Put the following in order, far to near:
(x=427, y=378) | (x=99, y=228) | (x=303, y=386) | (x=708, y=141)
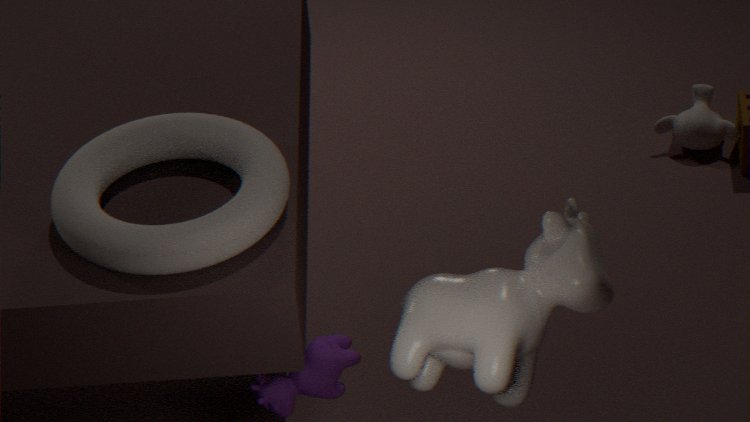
(x=708, y=141) < (x=303, y=386) < (x=99, y=228) < (x=427, y=378)
